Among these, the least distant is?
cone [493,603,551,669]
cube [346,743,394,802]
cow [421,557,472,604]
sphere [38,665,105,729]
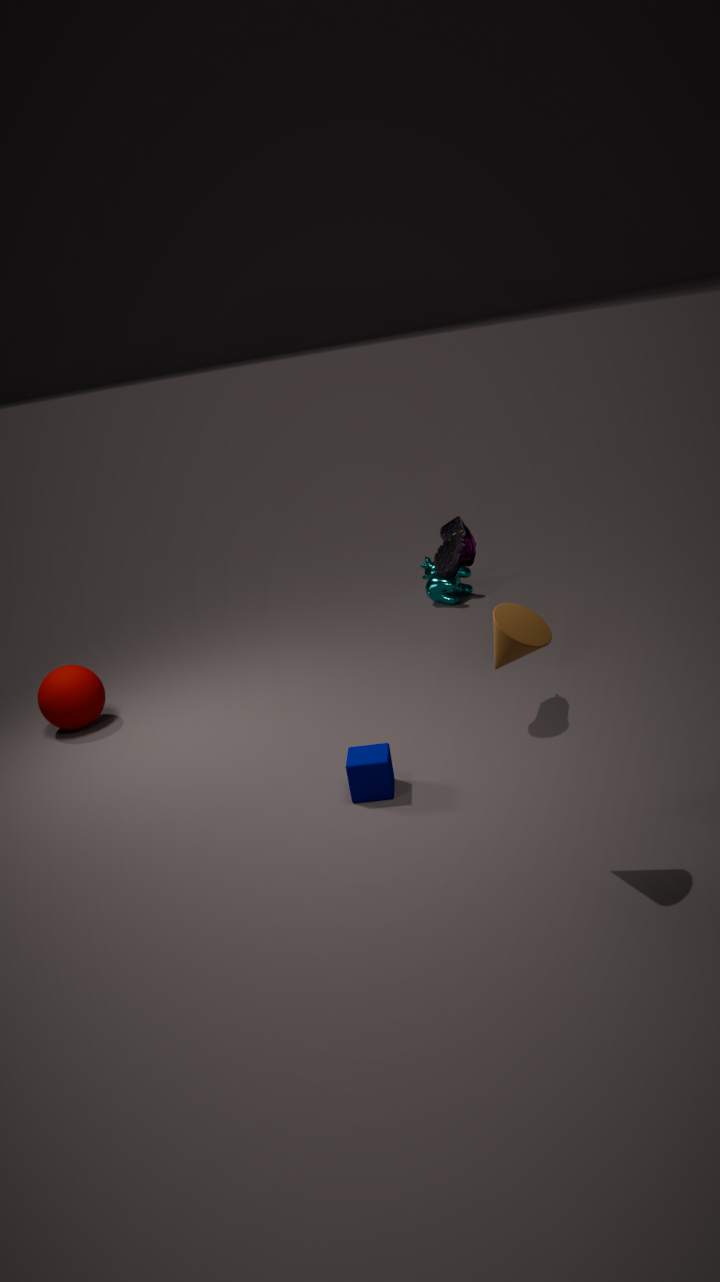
cone [493,603,551,669]
